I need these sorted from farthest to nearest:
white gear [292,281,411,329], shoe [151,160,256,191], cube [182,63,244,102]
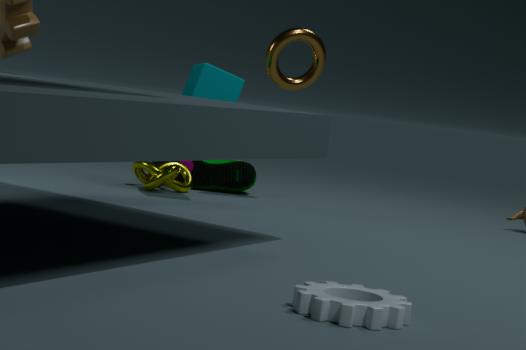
shoe [151,160,256,191], cube [182,63,244,102], white gear [292,281,411,329]
